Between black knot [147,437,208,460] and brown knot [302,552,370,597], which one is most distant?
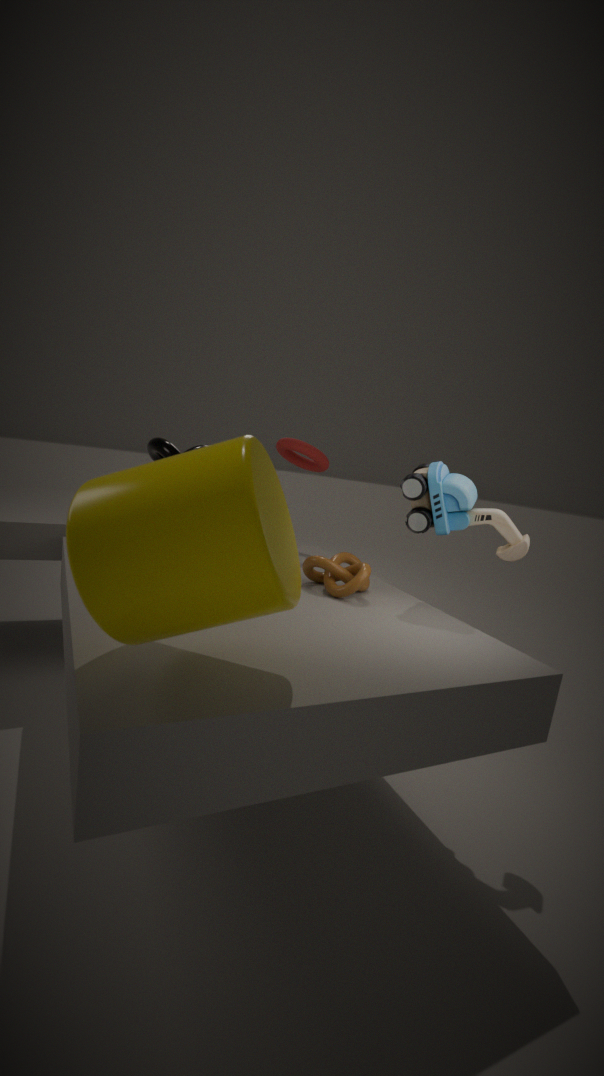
black knot [147,437,208,460]
